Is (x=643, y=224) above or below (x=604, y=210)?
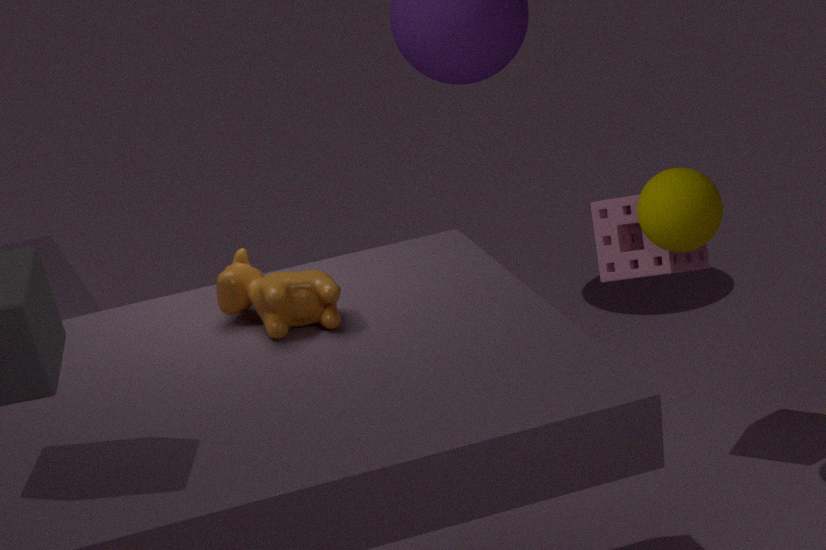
above
